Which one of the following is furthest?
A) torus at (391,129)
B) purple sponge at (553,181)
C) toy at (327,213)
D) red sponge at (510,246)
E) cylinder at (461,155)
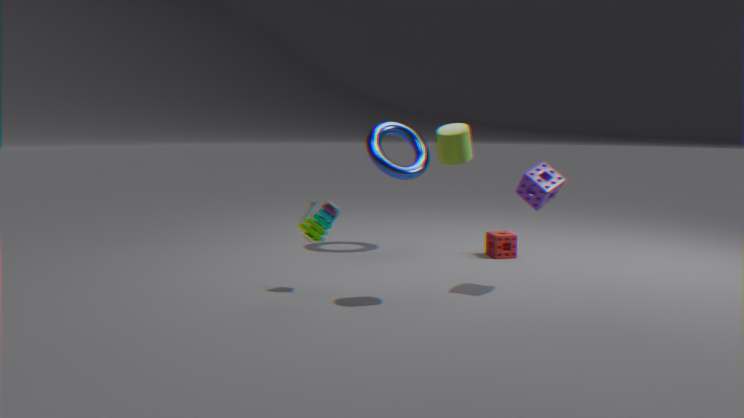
torus at (391,129)
